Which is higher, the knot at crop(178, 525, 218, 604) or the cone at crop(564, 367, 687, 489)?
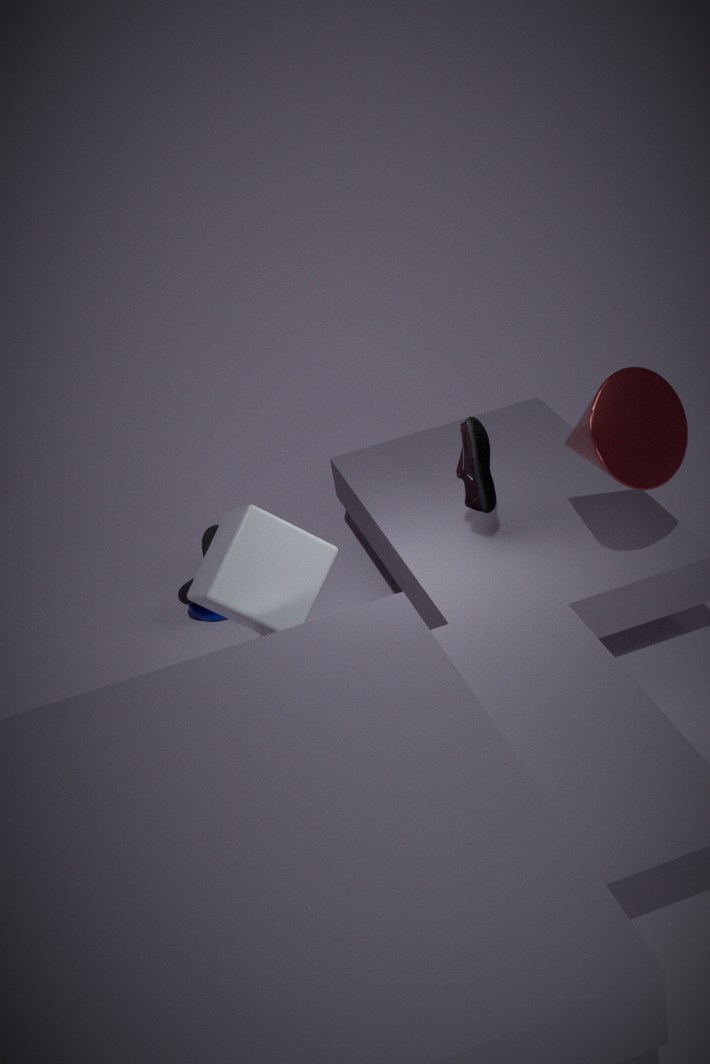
the cone at crop(564, 367, 687, 489)
